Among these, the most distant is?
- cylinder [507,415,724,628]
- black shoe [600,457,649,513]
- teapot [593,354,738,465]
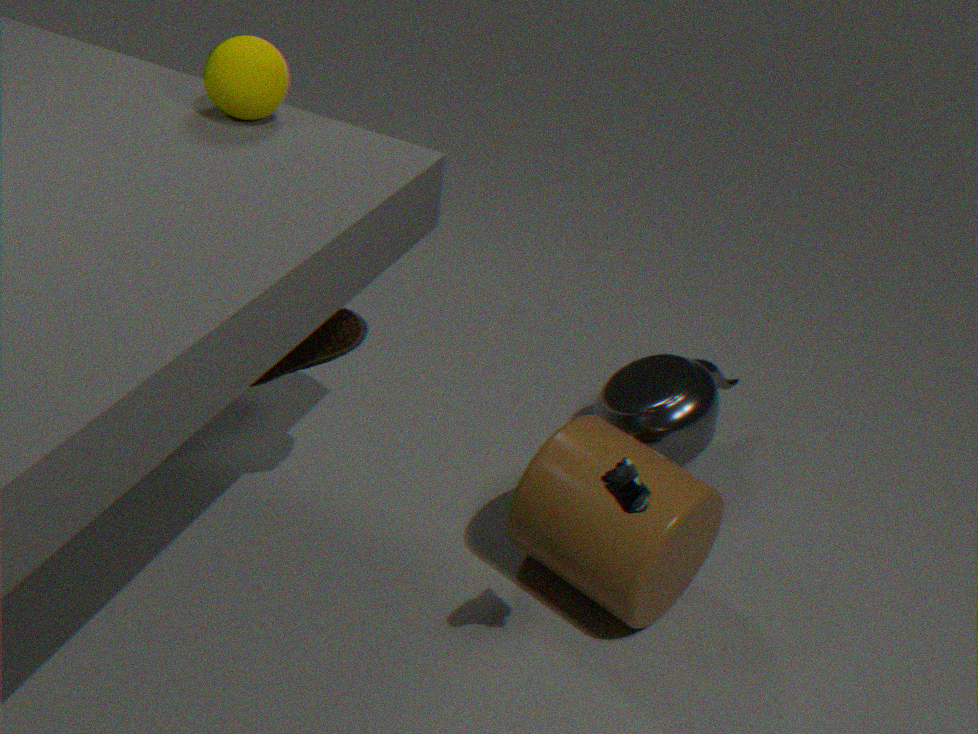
teapot [593,354,738,465]
